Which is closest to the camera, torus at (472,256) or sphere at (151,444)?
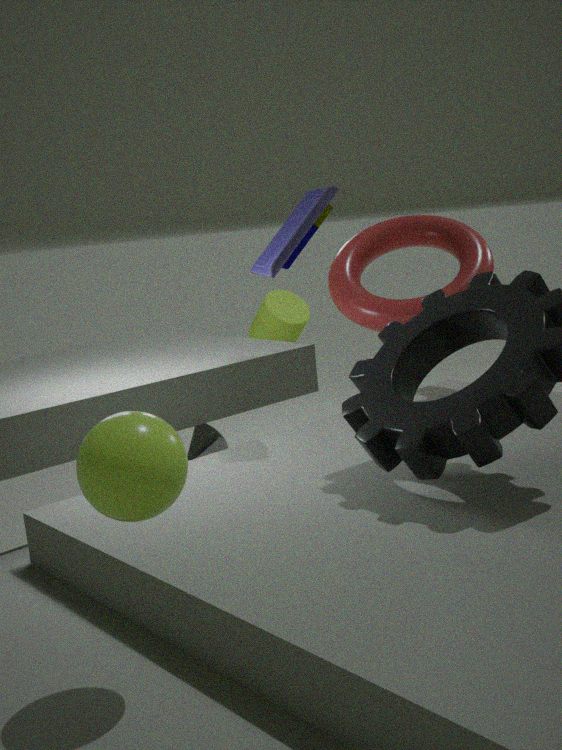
sphere at (151,444)
